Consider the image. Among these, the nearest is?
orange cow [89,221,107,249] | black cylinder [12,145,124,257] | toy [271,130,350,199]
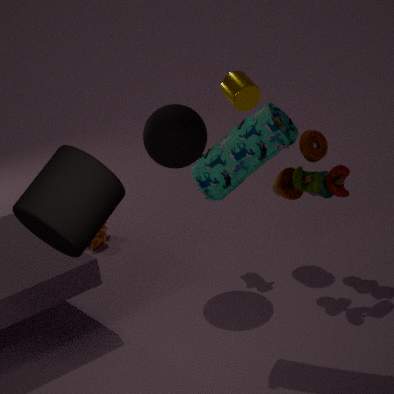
black cylinder [12,145,124,257]
